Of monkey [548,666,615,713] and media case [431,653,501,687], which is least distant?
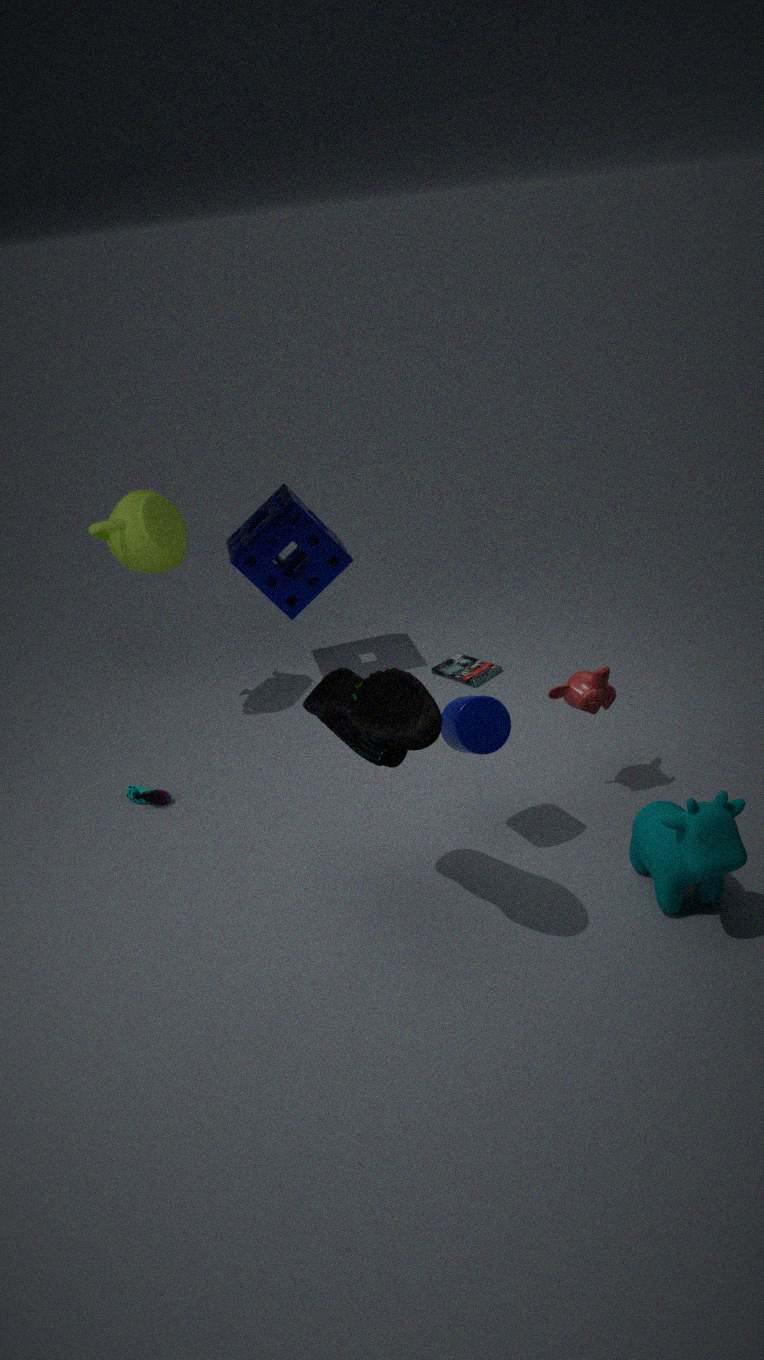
monkey [548,666,615,713]
